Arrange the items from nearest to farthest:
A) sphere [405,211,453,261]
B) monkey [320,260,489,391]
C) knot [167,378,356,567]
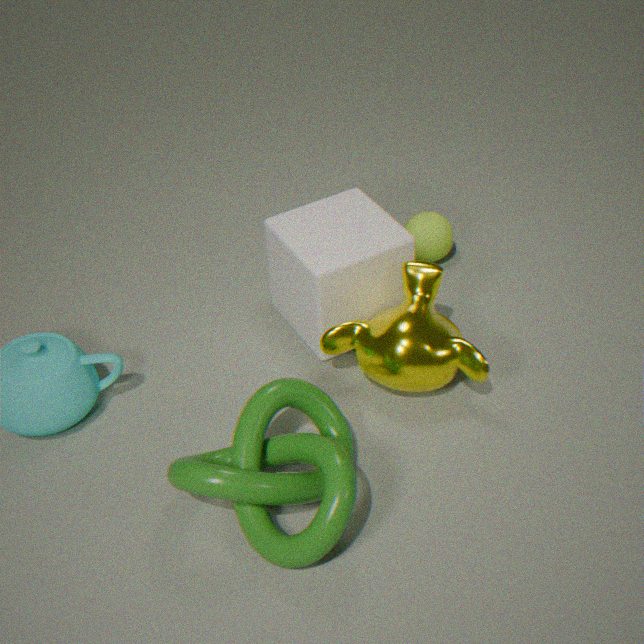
knot [167,378,356,567] < monkey [320,260,489,391] < sphere [405,211,453,261]
